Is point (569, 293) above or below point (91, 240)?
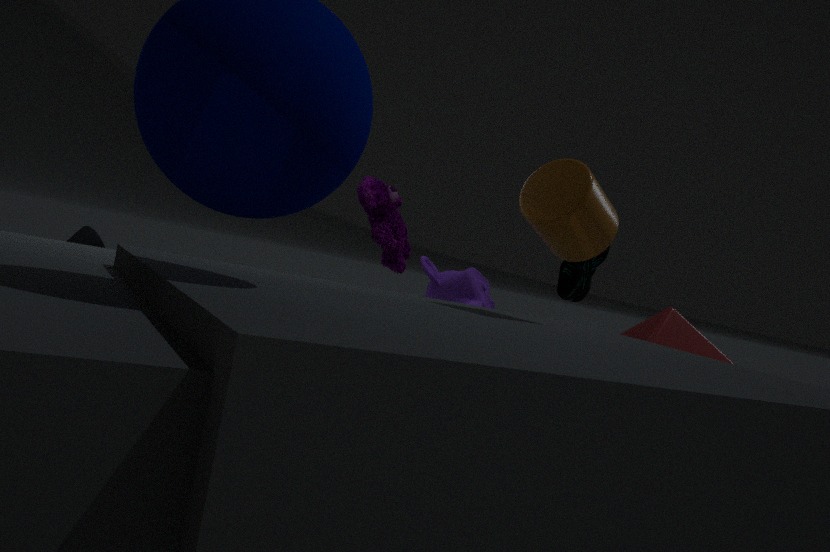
above
